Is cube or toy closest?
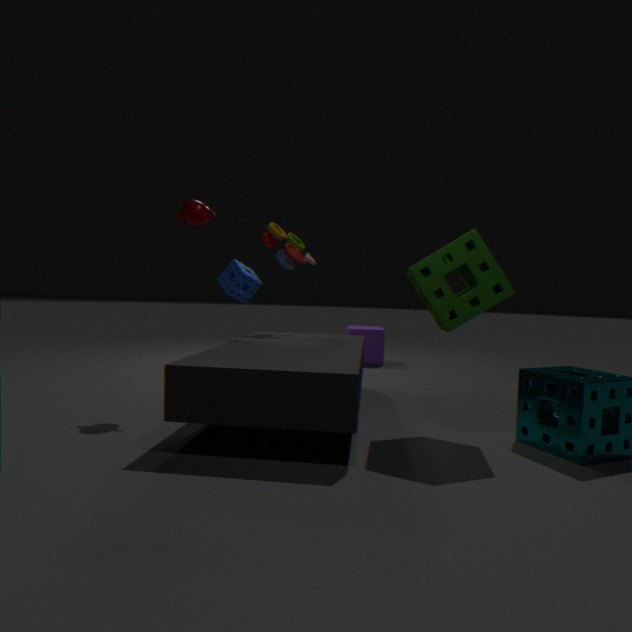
toy
